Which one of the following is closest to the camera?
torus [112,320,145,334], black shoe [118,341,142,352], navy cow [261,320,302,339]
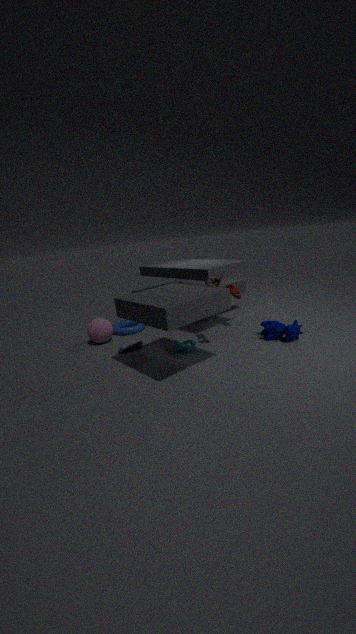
navy cow [261,320,302,339]
